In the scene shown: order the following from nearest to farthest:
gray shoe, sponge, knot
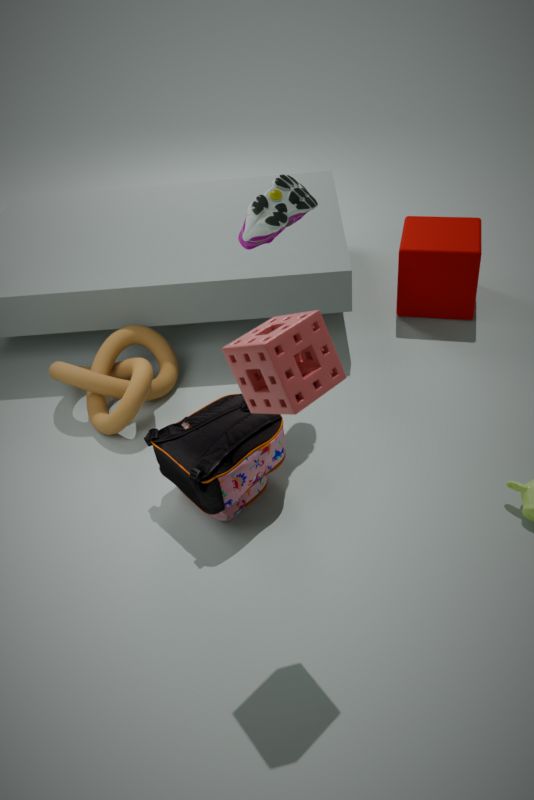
sponge, gray shoe, knot
